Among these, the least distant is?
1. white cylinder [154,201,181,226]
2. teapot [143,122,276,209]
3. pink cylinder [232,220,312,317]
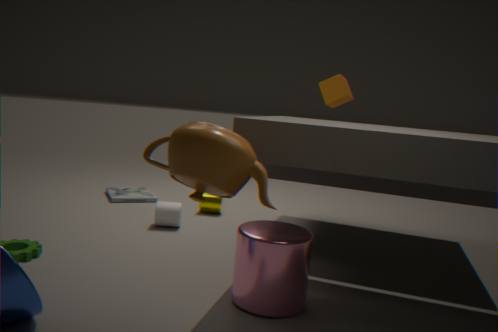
teapot [143,122,276,209]
